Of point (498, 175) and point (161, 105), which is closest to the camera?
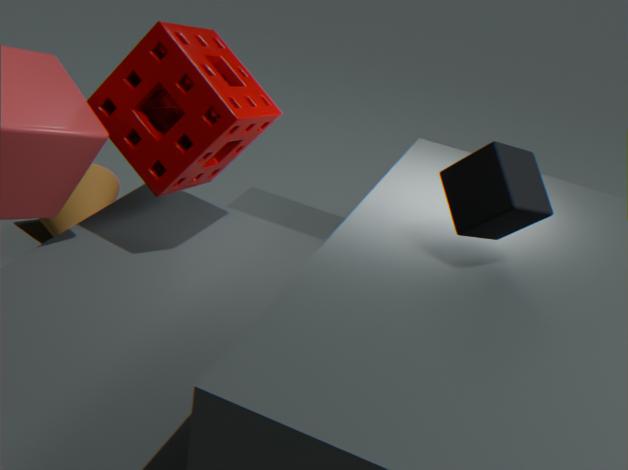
point (498, 175)
